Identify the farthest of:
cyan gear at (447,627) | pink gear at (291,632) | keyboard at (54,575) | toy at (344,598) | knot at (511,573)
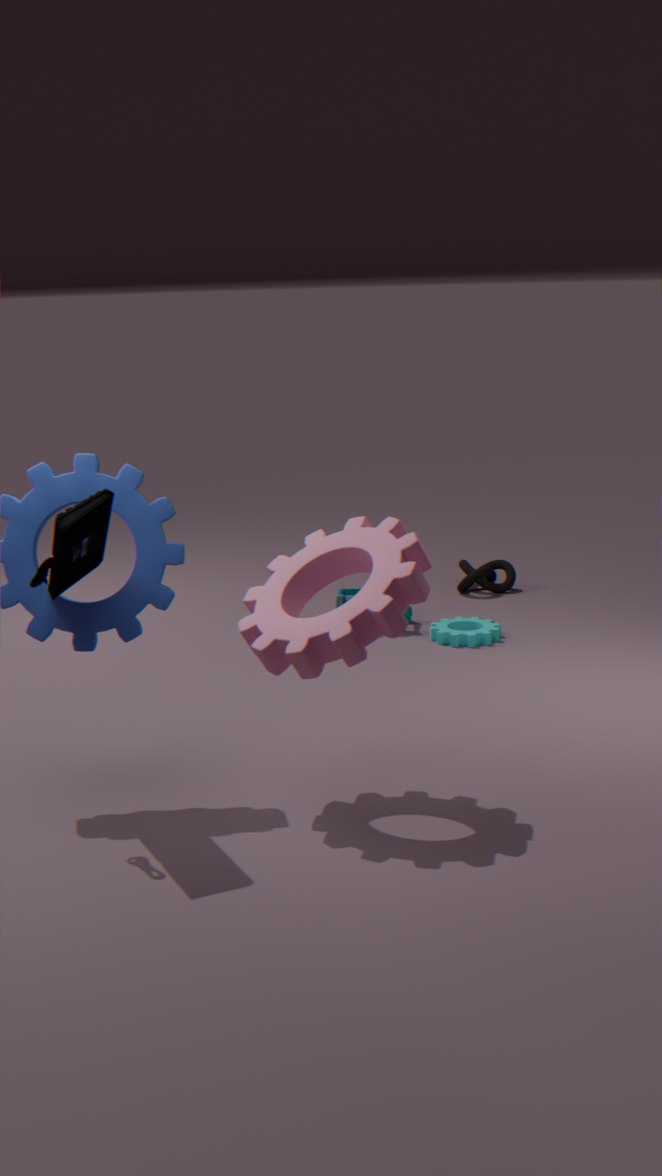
knot at (511,573)
